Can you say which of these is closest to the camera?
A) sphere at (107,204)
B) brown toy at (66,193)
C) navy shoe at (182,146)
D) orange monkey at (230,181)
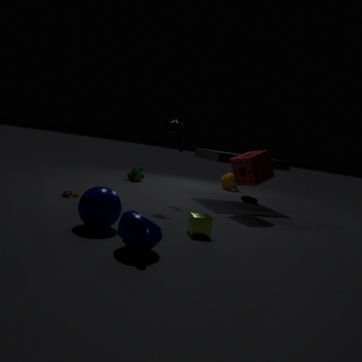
sphere at (107,204)
